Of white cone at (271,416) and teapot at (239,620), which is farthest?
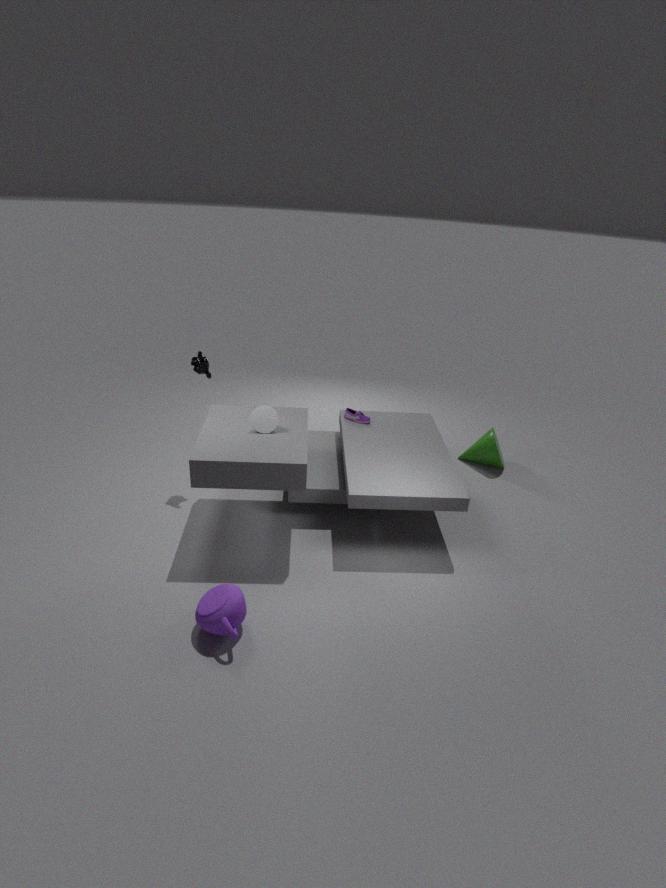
white cone at (271,416)
